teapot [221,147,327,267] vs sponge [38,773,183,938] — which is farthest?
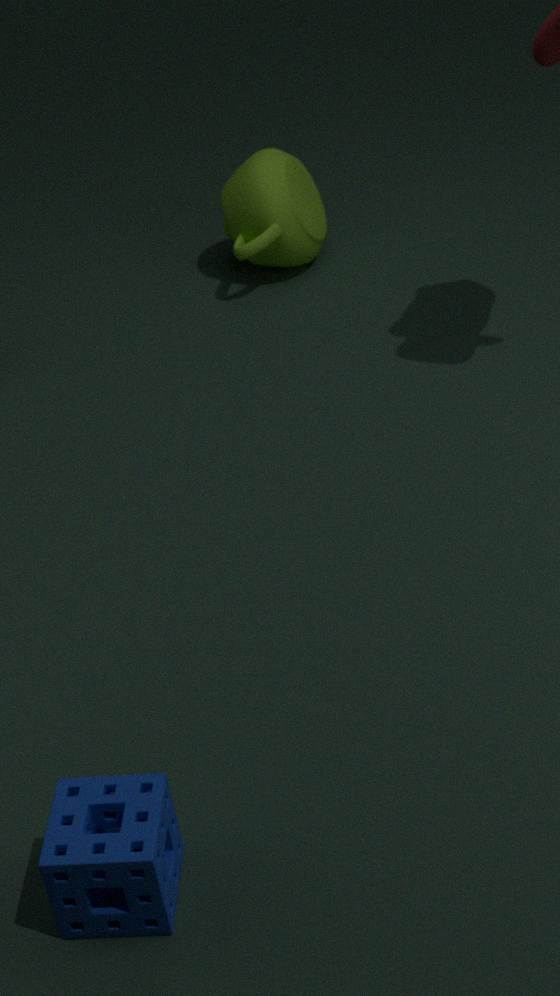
teapot [221,147,327,267]
